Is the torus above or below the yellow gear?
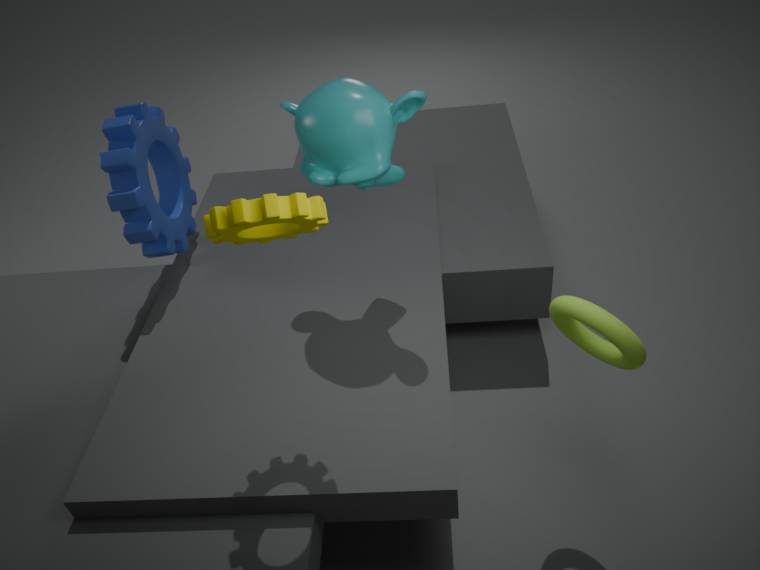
below
